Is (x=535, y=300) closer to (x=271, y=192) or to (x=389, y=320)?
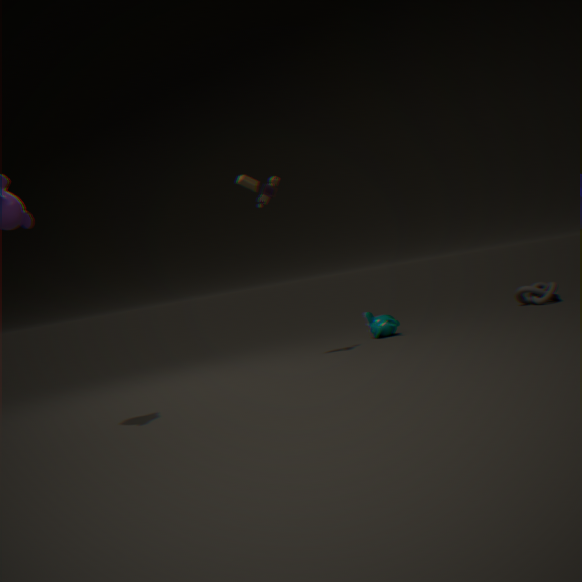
(x=389, y=320)
